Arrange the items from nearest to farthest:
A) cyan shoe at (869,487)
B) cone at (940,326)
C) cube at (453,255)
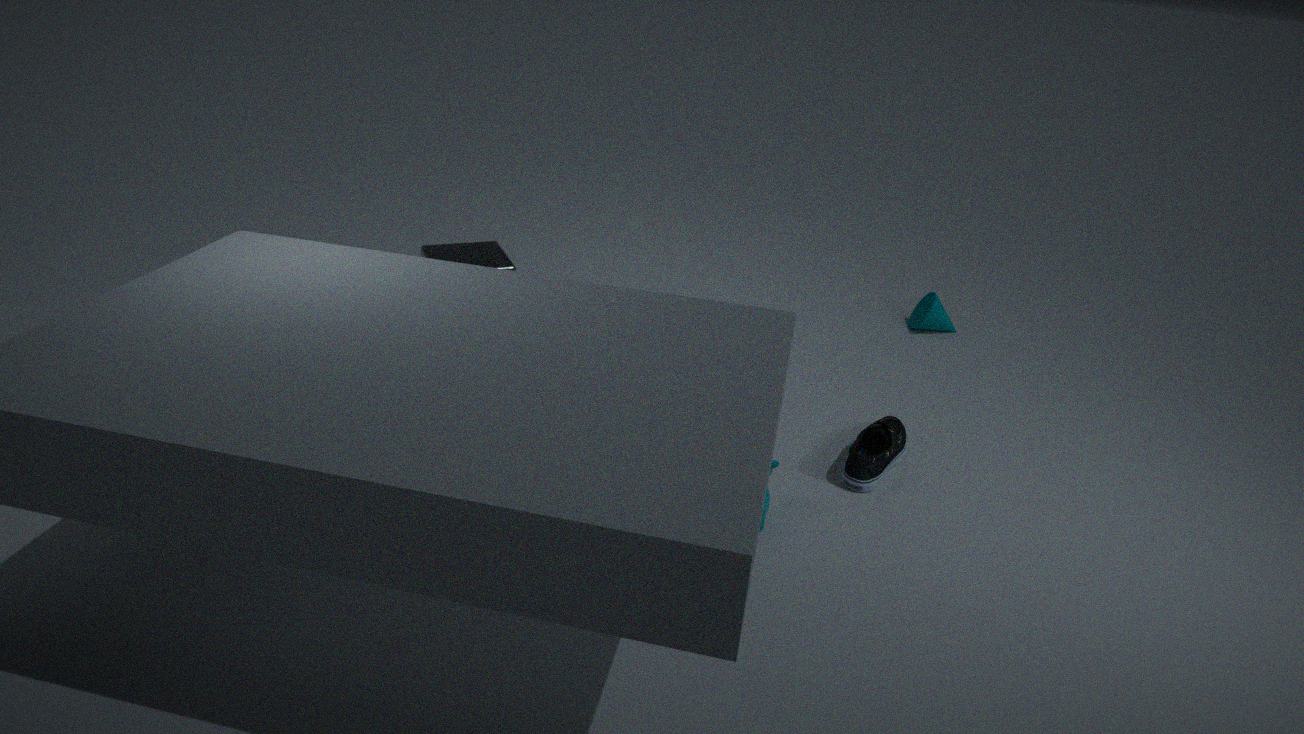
cyan shoe at (869,487) → cube at (453,255) → cone at (940,326)
